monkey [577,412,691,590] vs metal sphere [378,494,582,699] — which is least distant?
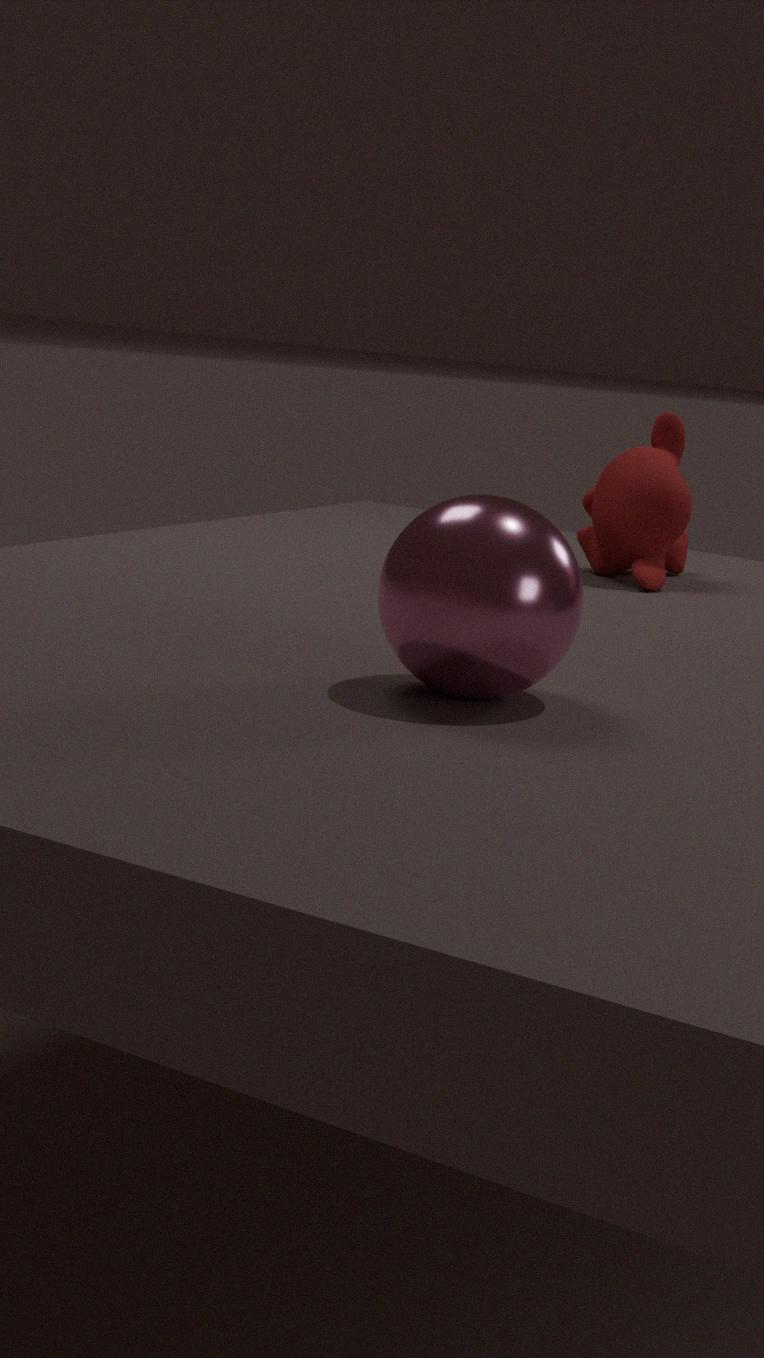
metal sphere [378,494,582,699]
